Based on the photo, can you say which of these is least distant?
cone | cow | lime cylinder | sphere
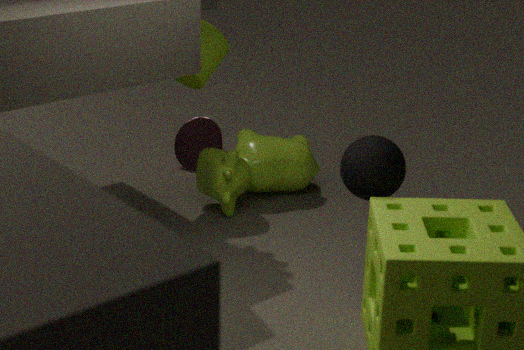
sphere
